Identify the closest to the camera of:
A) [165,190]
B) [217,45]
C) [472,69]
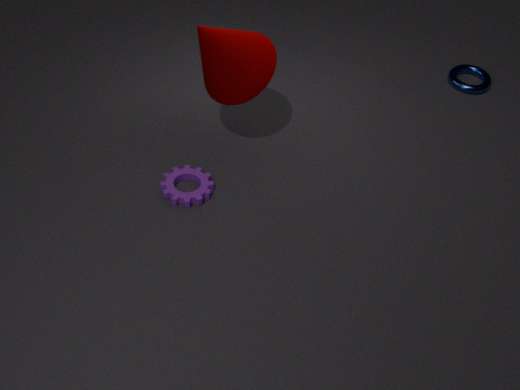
[217,45]
